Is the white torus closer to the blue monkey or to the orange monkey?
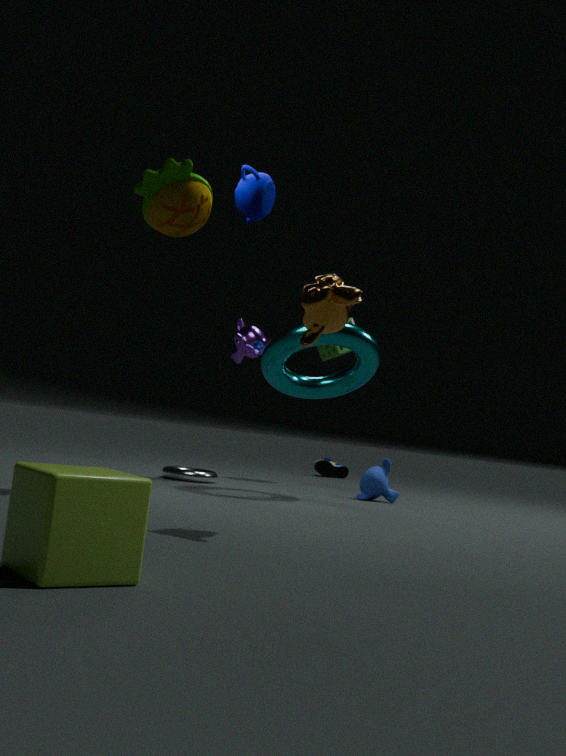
the blue monkey
